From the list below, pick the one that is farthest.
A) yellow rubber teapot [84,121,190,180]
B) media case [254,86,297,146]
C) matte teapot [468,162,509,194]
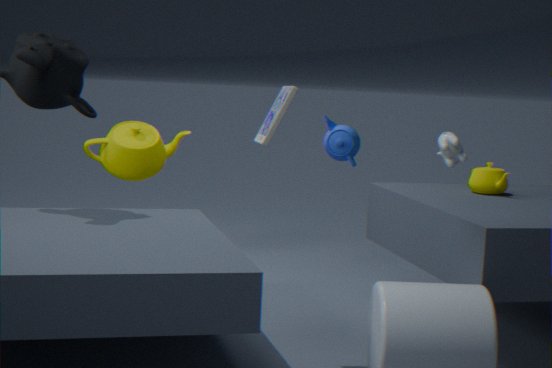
yellow rubber teapot [84,121,190,180]
